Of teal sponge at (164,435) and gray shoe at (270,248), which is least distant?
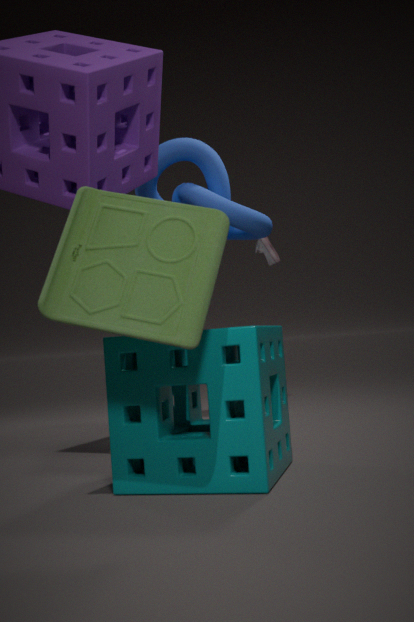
teal sponge at (164,435)
